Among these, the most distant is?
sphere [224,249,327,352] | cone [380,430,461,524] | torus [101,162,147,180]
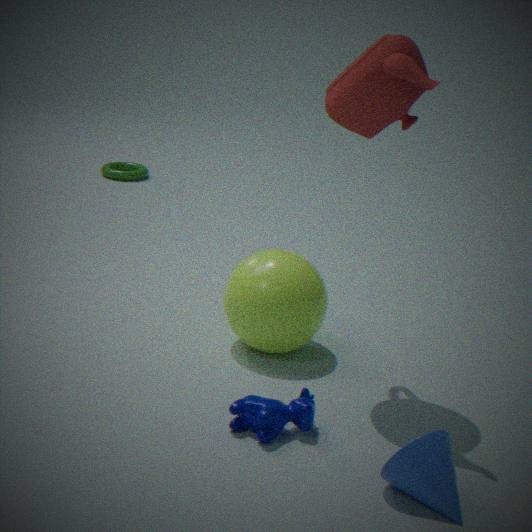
torus [101,162,147,180]
